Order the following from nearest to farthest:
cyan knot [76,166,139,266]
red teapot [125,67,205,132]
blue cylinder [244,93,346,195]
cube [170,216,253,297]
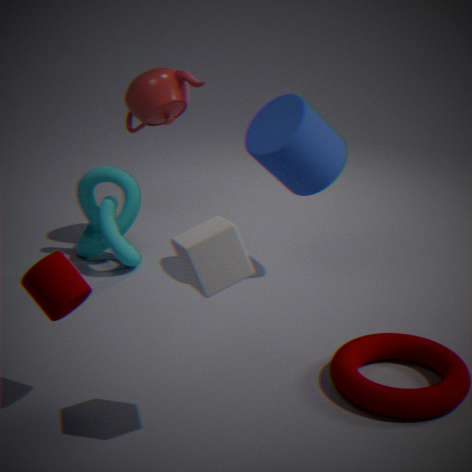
cube [170,216,253,297] → blue cylinder [244,93,346,195] → cyan knot [76,166,139,266] → red teapot [125,67,205,132]
